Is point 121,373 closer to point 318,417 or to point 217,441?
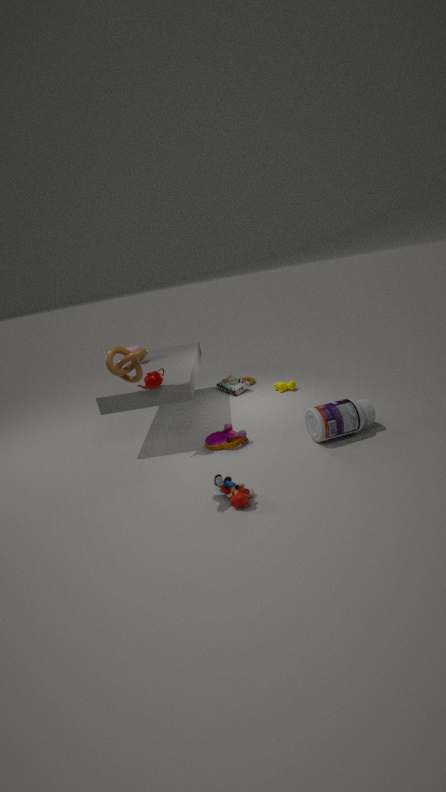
point 217,441
